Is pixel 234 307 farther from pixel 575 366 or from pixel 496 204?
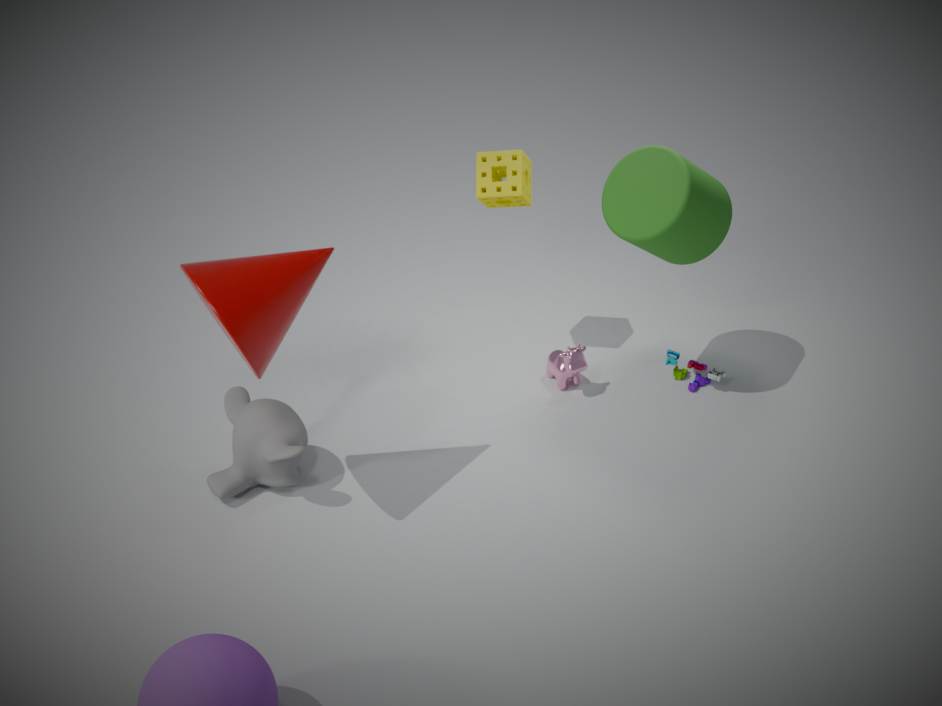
pixel 575 366
